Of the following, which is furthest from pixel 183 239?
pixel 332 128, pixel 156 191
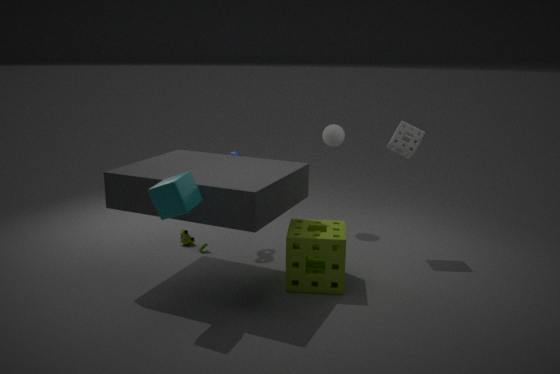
pixel 332 128
